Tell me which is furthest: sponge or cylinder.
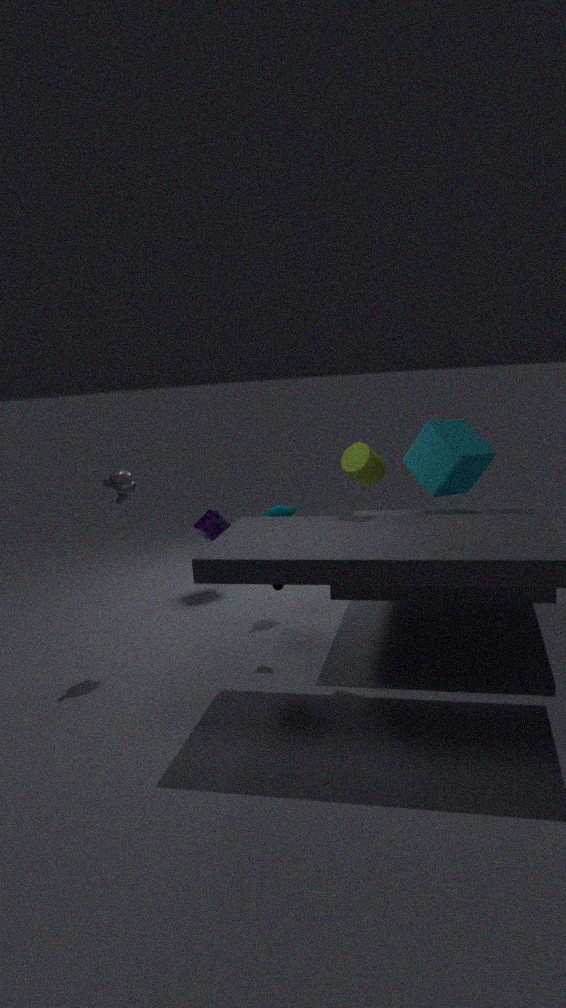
sponge
